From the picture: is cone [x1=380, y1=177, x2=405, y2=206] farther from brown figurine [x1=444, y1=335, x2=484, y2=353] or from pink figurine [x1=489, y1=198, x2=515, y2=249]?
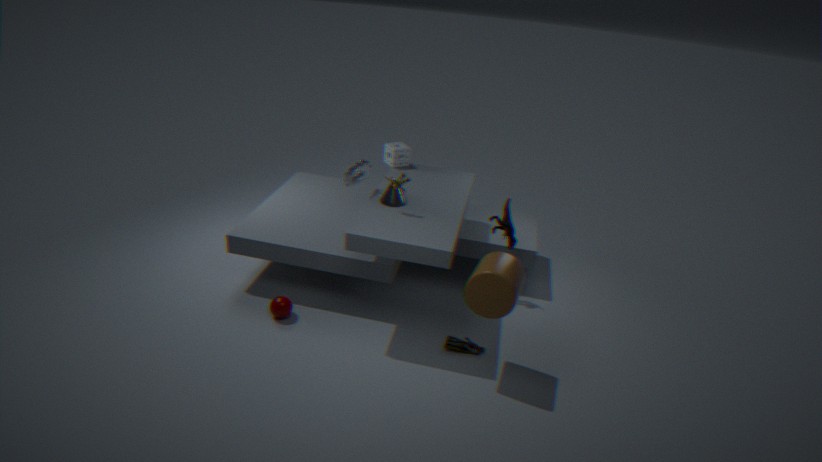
brown figurine [x1=444, y1=335, x2=484, y2=353]
